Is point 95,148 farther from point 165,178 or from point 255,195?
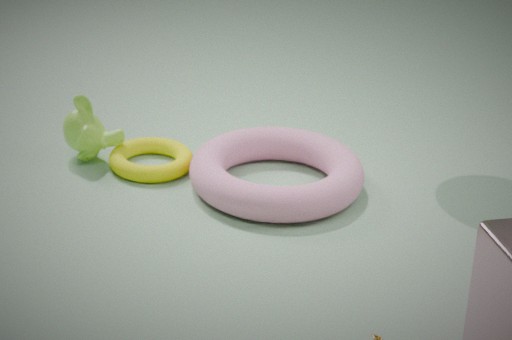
point 255,195
